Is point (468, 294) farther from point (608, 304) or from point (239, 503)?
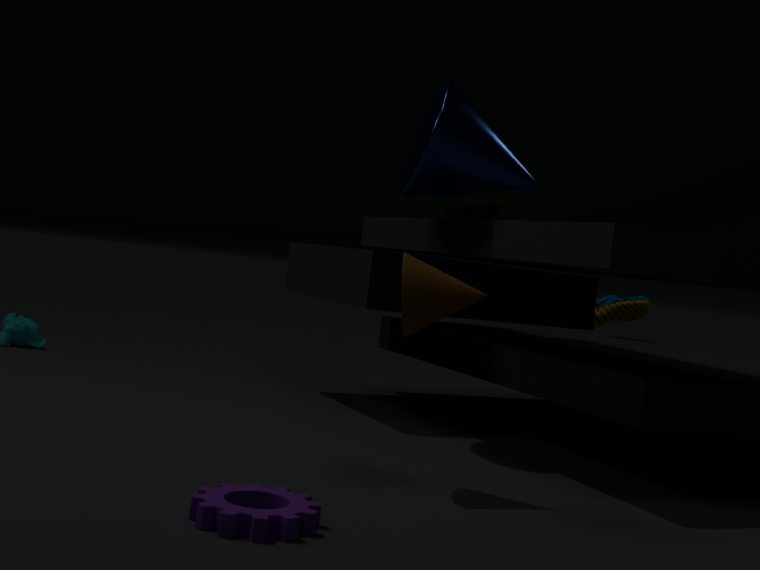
point (608, 304)
